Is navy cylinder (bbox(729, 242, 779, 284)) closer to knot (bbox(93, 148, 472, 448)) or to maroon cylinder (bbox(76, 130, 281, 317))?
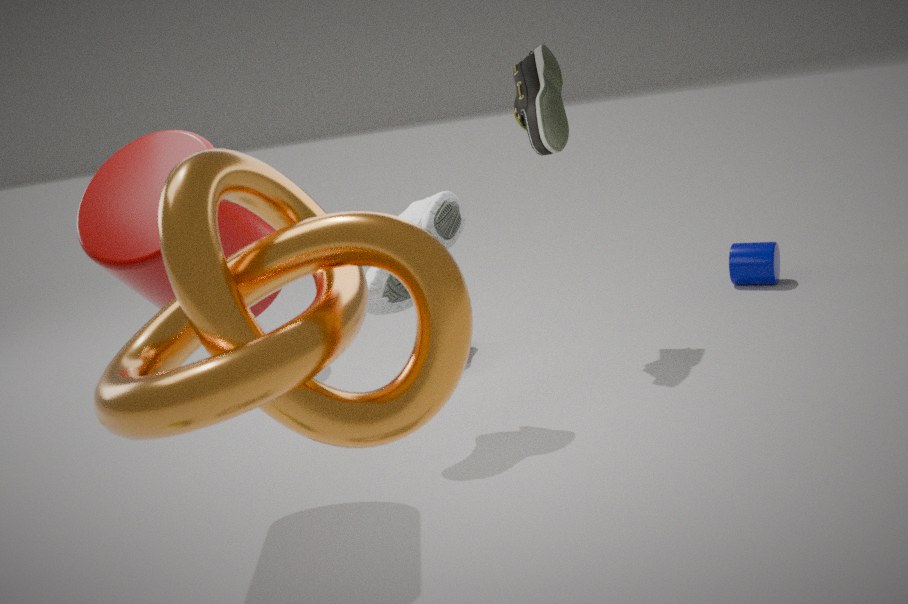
maroon cylinder (bbox(76, 130, 281, 317))
